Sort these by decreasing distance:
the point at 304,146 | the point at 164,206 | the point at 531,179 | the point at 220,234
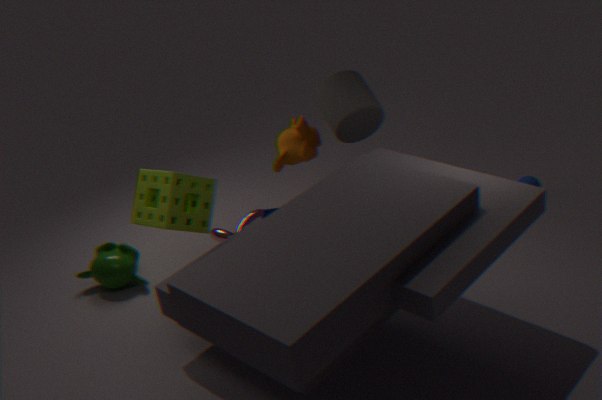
1. the point at 531,179
2. the point at 304,146
3. the point at 220,234
4. the point at 164,206
